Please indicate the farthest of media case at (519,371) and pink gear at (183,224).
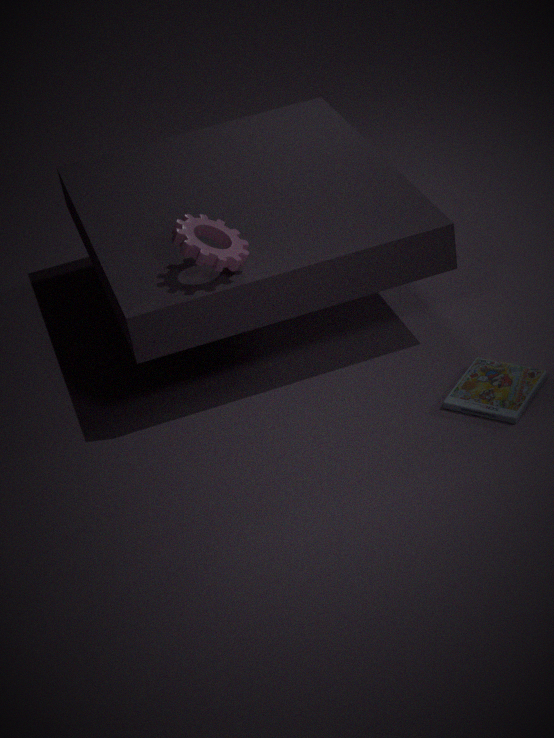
media case at (519,371)
